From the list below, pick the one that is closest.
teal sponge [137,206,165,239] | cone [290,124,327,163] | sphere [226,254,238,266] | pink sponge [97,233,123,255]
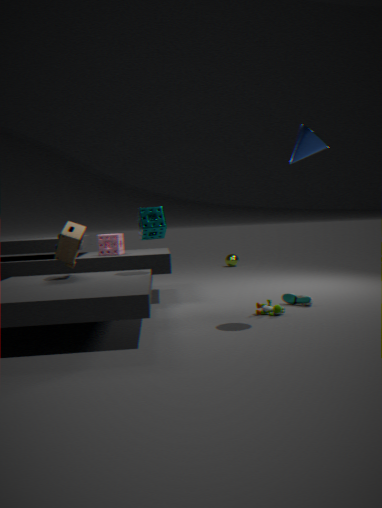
cone [290,124,327,163]
